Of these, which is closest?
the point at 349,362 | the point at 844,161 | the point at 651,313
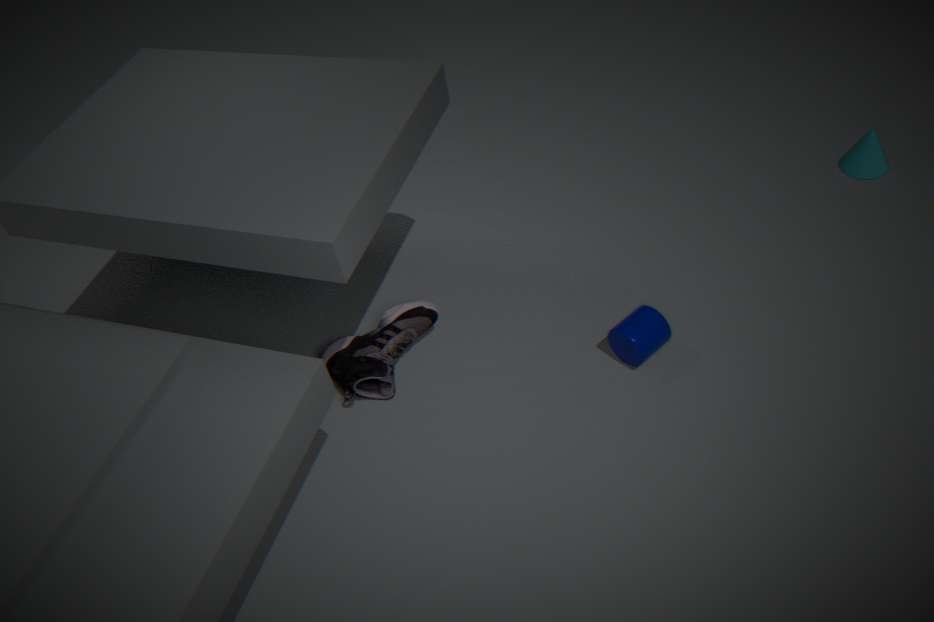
the point at 651,313
